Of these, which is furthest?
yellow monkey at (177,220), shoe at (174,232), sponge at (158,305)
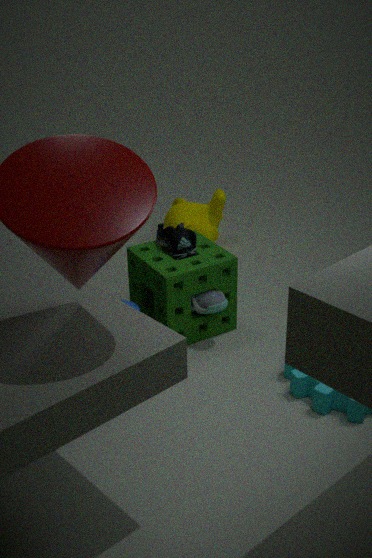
yellow monkey at (177,220)
